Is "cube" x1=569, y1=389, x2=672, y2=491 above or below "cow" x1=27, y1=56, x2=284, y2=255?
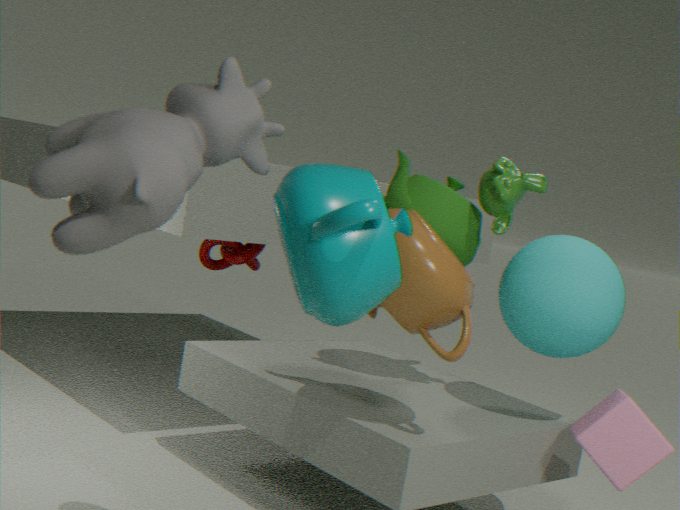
below
